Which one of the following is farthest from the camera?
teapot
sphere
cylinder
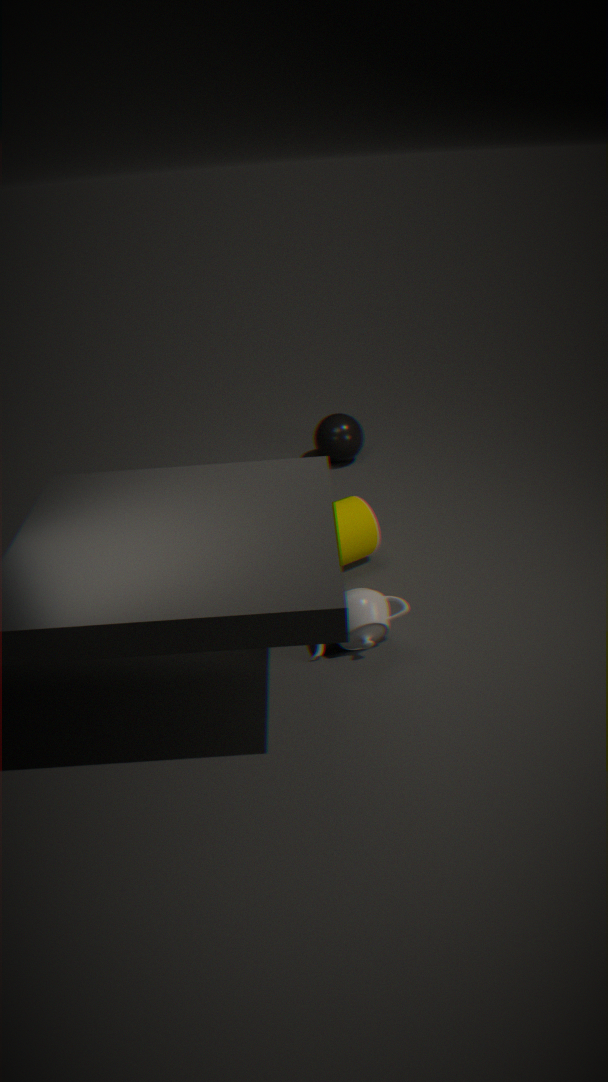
sphere
